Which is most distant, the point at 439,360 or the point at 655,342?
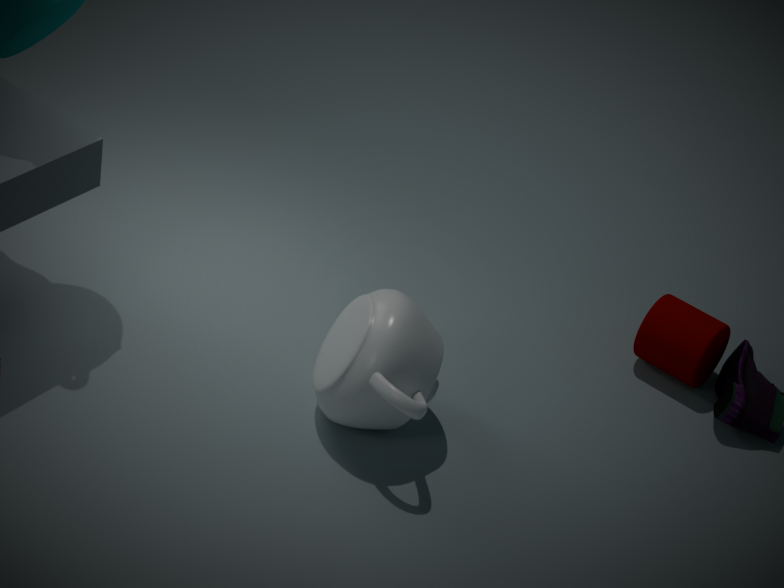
the point at 655,342
